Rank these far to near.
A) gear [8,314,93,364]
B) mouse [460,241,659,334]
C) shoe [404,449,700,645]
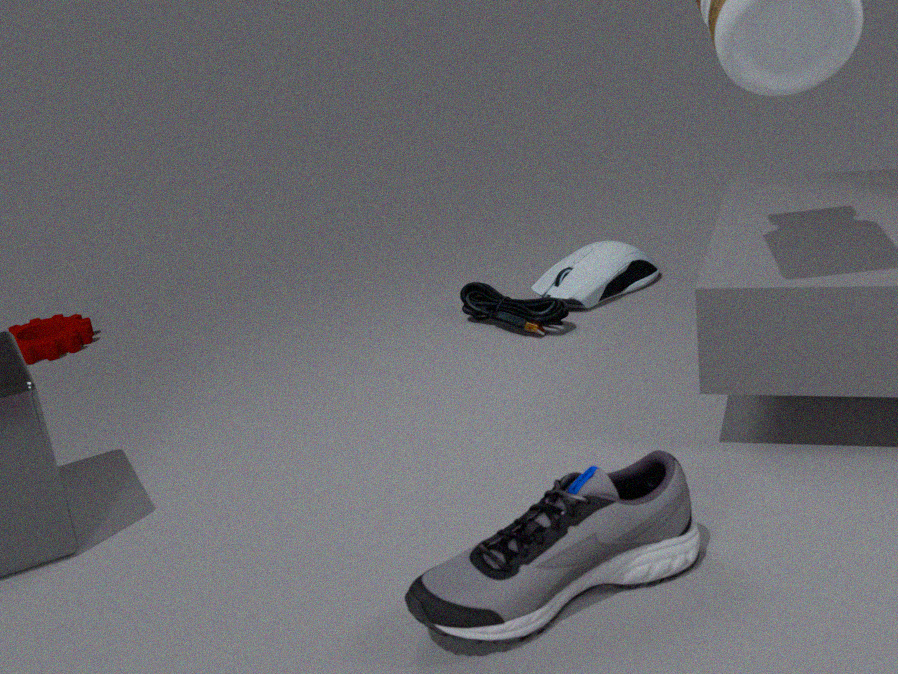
gear [8,314,93,364] → mouse [460,241,659,334] → shoe [404,449,700,645]
